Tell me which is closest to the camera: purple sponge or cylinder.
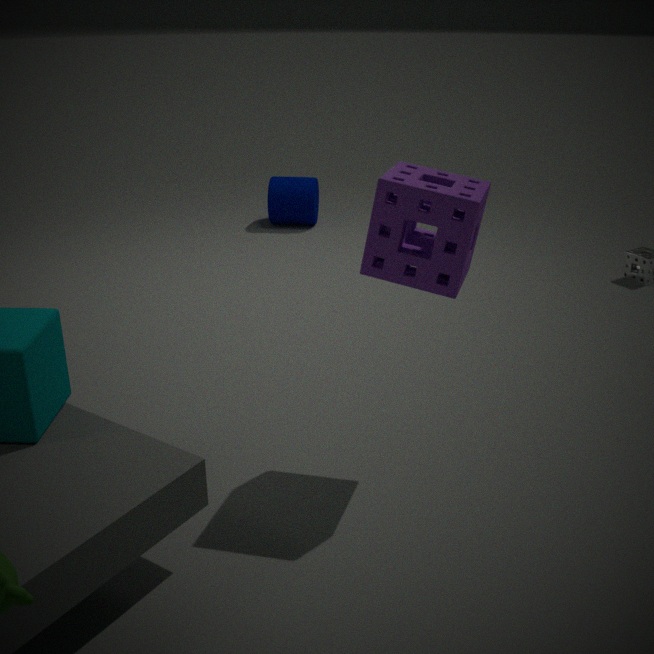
purple sponge
